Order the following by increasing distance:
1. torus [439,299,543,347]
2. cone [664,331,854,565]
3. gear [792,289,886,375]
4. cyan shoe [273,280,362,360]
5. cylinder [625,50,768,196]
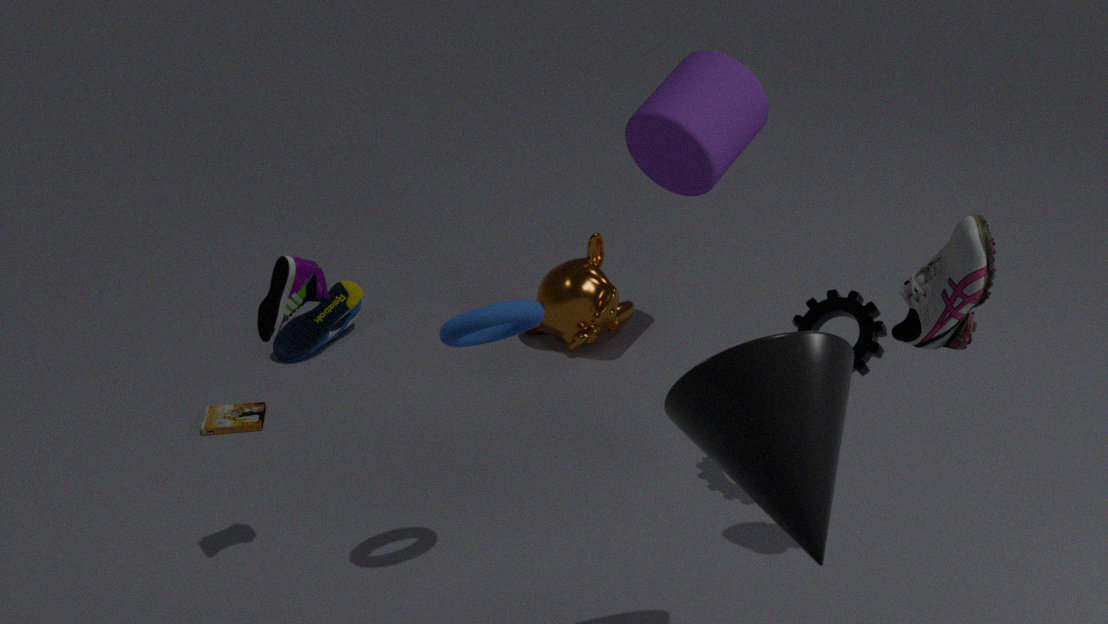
cone [664,331,854,565]
torus [439,299,543,347]
gear [792,289,886,375]
cylinder [625,50,768,196]
cyan shoe [273,280,362,360]
